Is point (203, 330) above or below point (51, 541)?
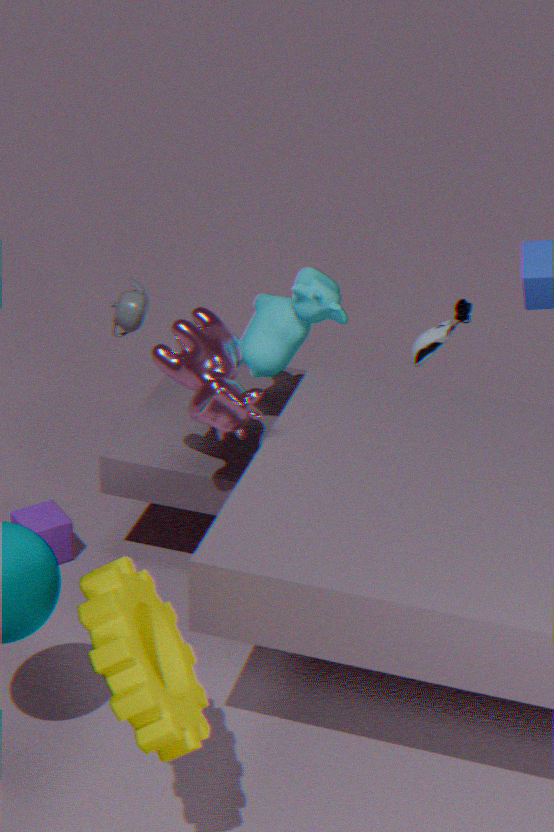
above
